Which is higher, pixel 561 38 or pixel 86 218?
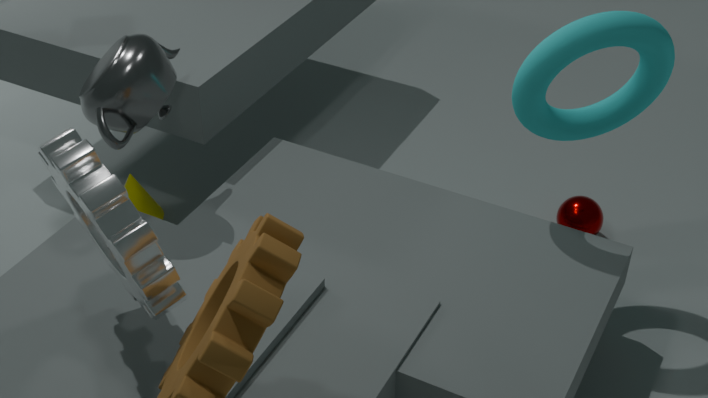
pixel 561 38
